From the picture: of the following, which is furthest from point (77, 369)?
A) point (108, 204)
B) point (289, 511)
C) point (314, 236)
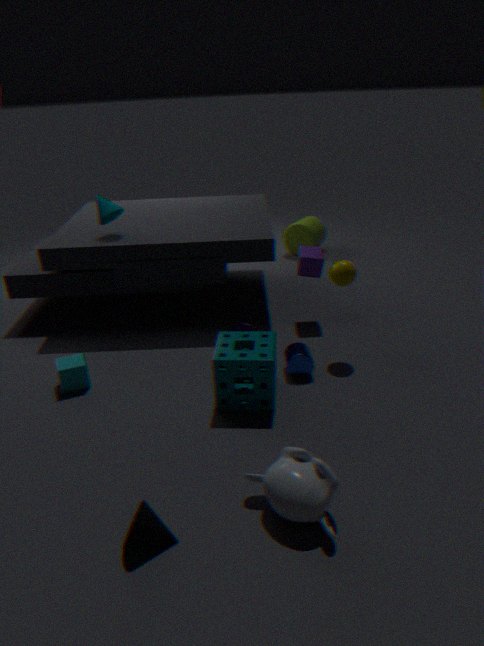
point (314, 236)
